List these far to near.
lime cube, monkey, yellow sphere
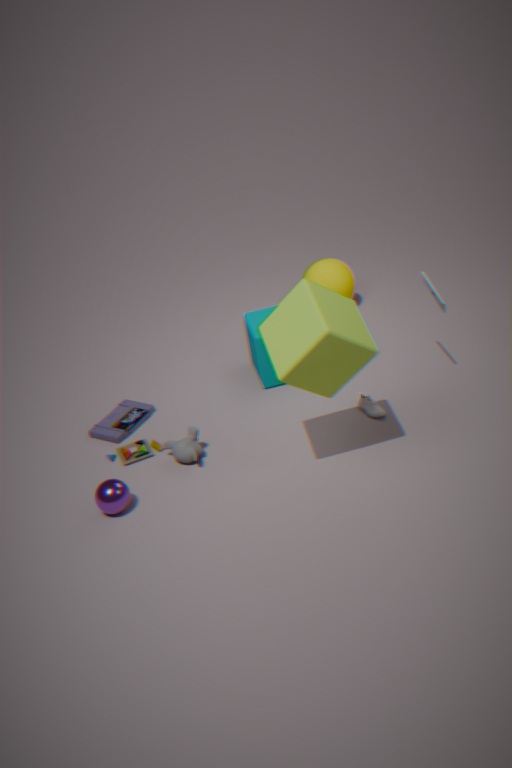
yellow sphere < monkey < lime cube
